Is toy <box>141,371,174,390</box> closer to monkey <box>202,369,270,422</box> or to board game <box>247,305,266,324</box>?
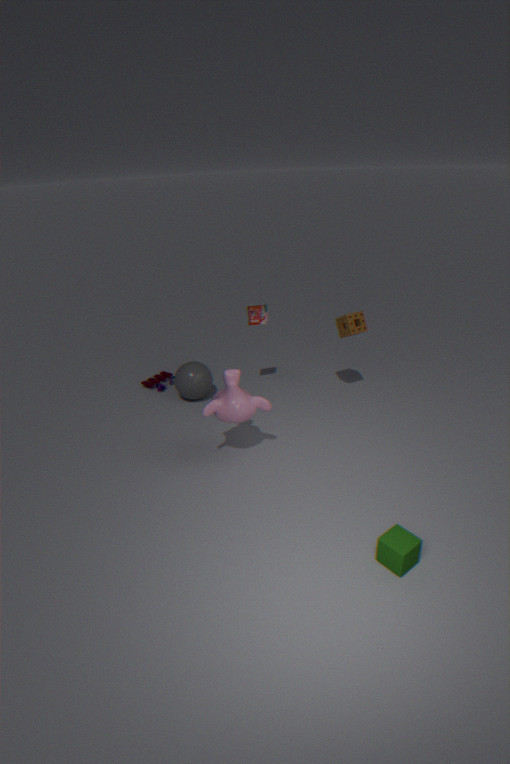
board game <box>247,305,266,324</box>
